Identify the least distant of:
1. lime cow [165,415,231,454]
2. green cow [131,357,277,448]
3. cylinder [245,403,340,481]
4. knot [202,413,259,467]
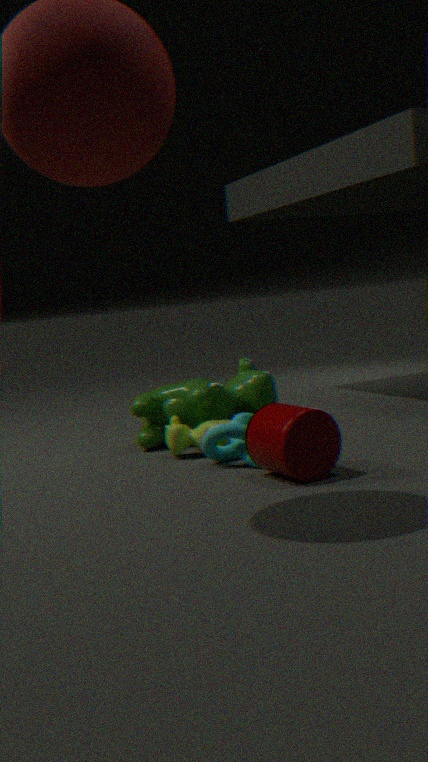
cylinder [245,403,340,481]
